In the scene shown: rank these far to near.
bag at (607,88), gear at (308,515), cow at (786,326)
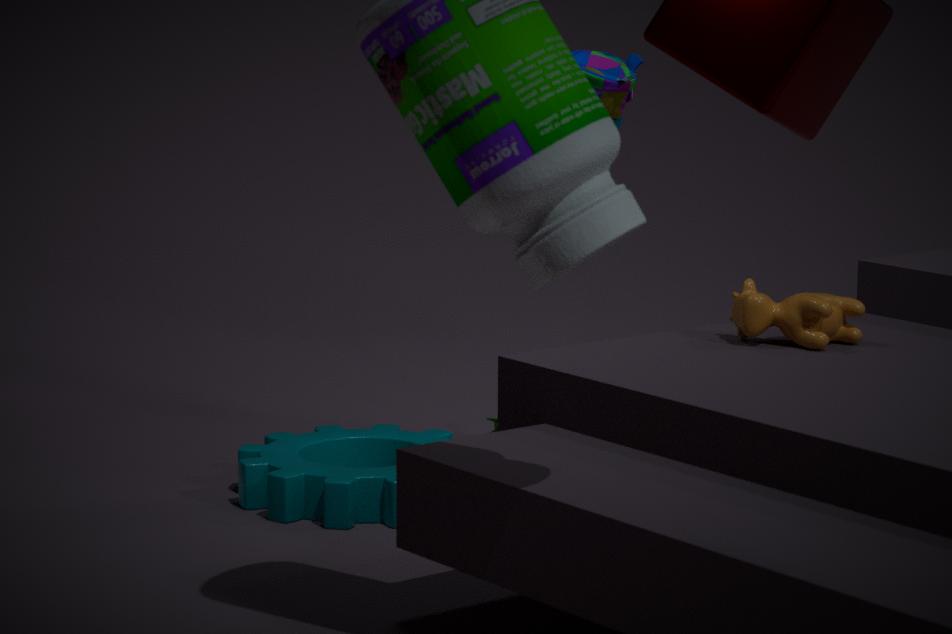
gear at (308,515), bag at (607,88), cow at (786,326)
